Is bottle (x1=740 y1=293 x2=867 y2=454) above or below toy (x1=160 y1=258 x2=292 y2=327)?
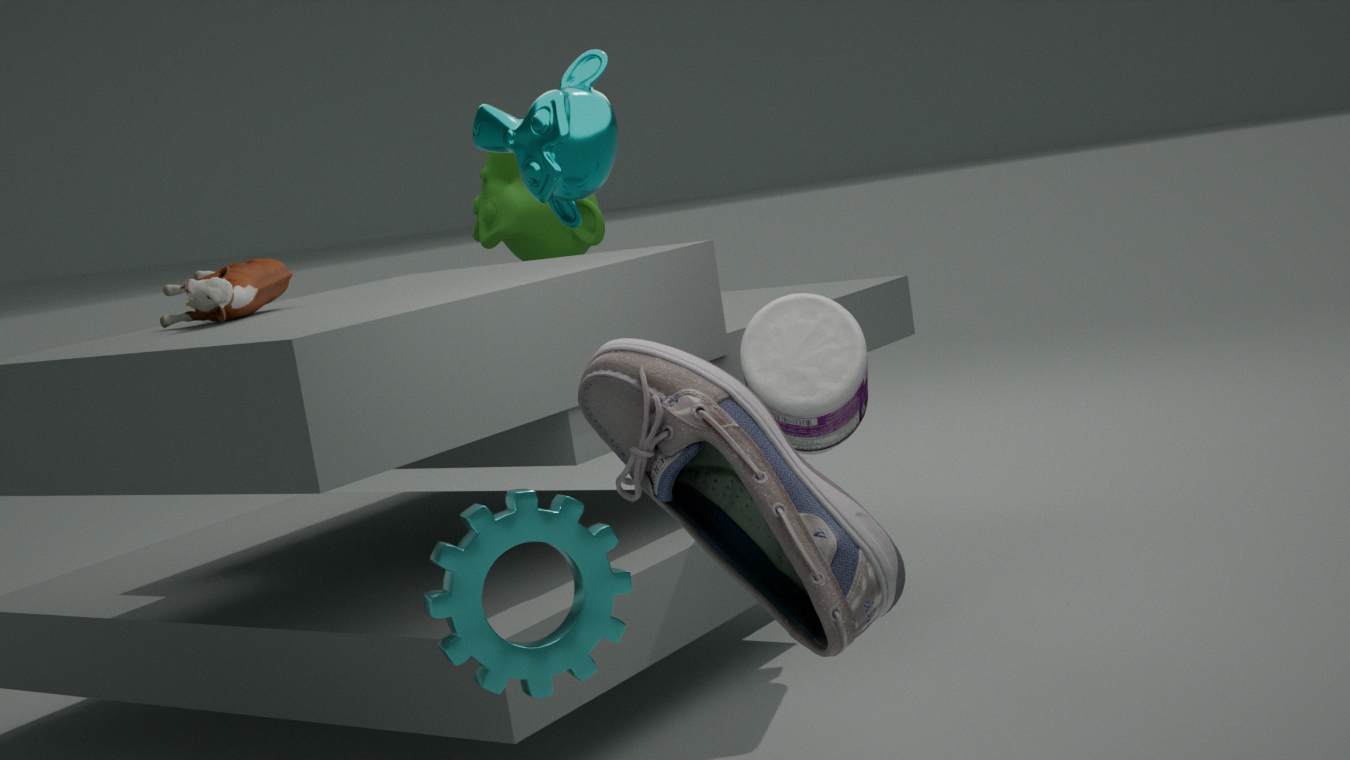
below
